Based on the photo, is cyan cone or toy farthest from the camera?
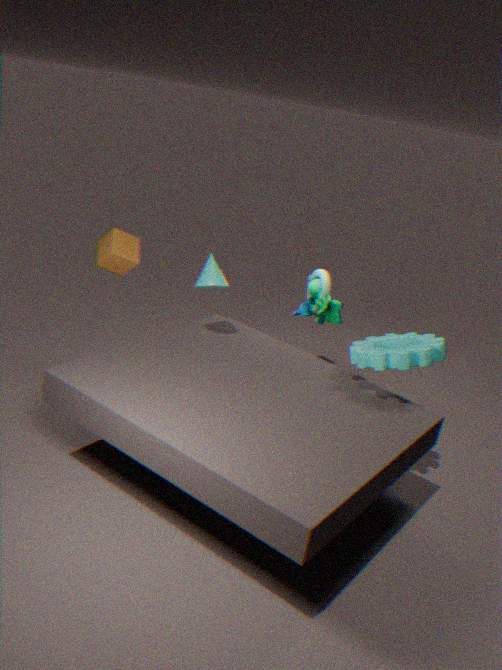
toy
